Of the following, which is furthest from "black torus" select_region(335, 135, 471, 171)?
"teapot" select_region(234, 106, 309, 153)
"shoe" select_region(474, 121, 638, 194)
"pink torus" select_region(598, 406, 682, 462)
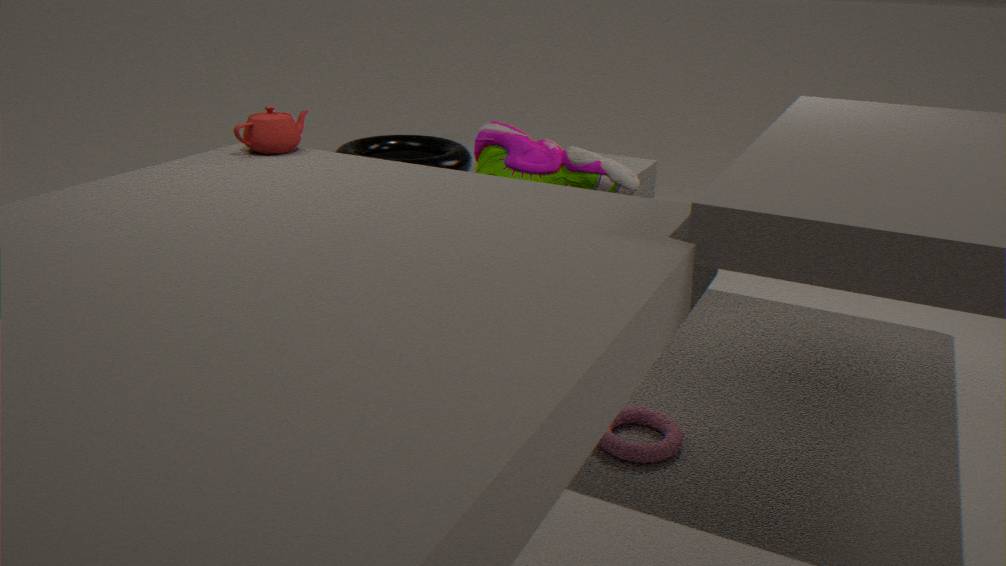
"pink torus" select_region(598, 406, 682, 462)
